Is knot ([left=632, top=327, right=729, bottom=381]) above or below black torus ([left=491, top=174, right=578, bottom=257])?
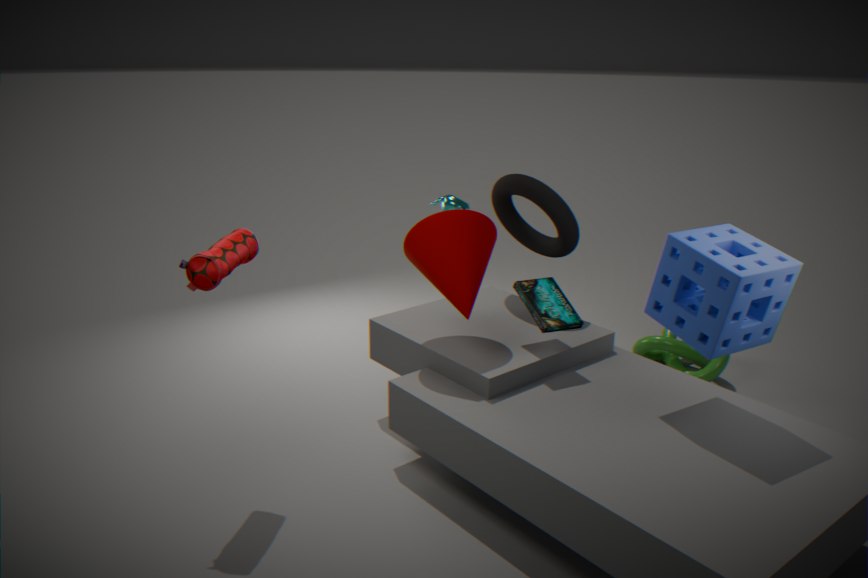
below
